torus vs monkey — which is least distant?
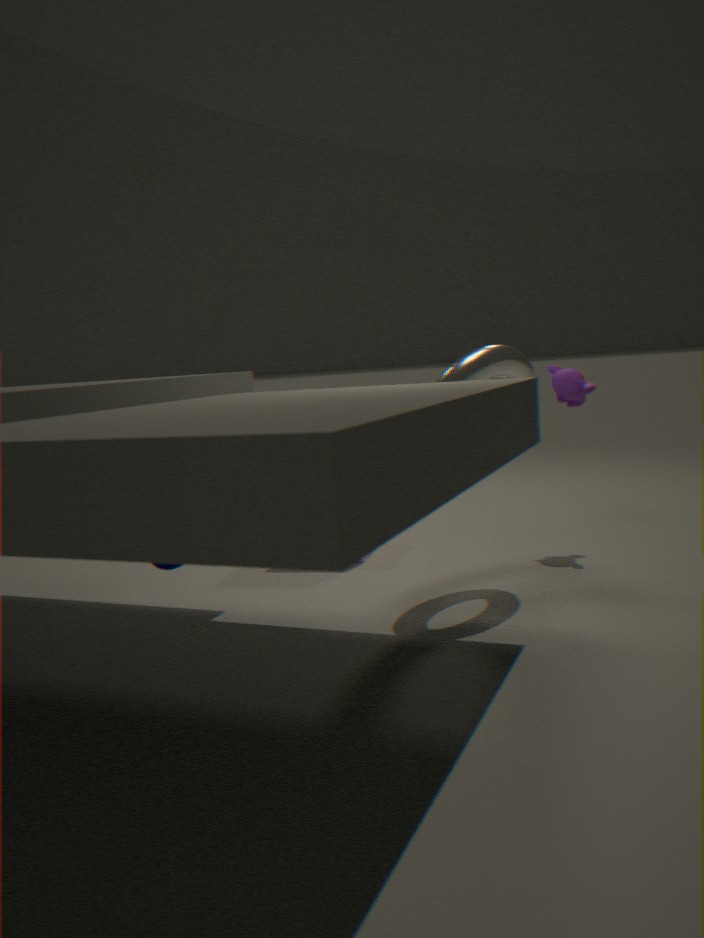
torus
